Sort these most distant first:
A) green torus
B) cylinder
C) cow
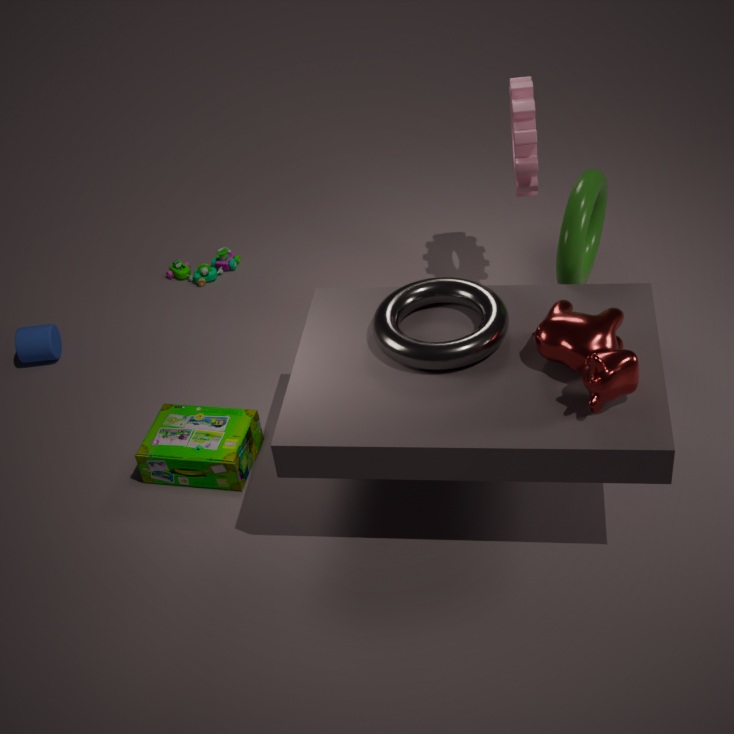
cylinder
green torus
cow
